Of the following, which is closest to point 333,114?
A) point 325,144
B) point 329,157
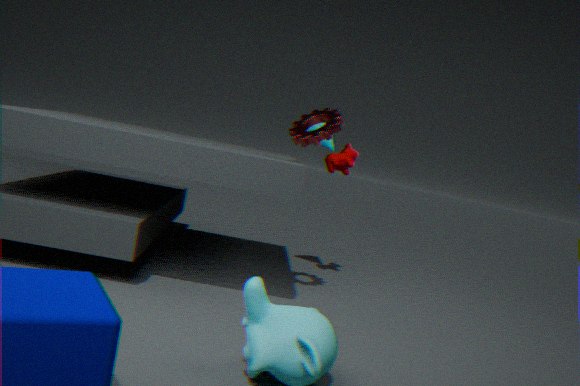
point 329,157
